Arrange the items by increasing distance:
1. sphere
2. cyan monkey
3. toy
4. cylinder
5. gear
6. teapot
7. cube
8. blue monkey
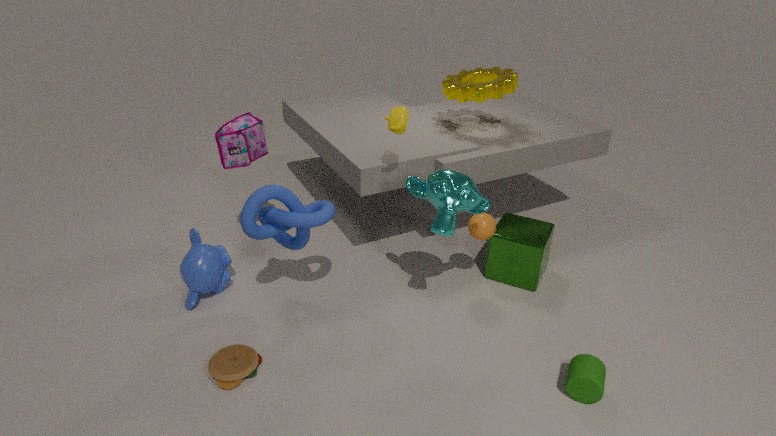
cylinder < toy < cyan monkey < teapot < blue monkey < sphere < cube < gear
